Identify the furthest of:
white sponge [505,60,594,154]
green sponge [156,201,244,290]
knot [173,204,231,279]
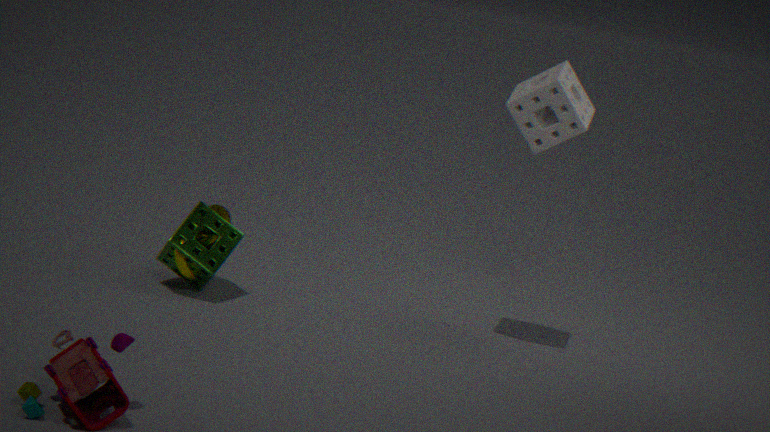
knot [173,204,231,279]
